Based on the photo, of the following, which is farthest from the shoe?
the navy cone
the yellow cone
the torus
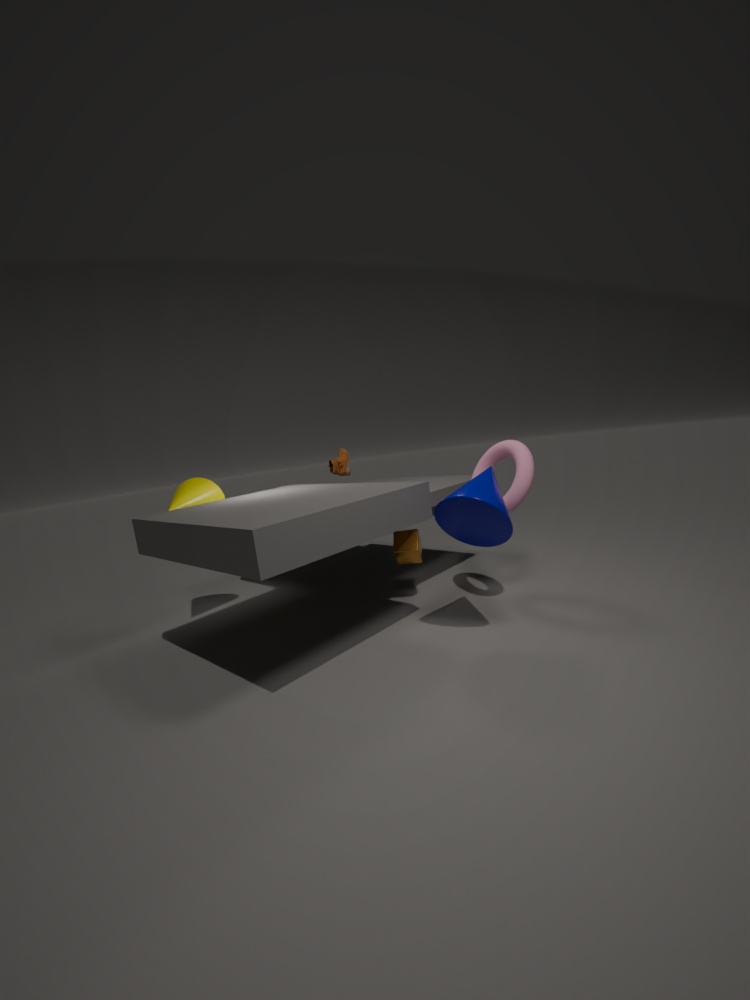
the navy cone
